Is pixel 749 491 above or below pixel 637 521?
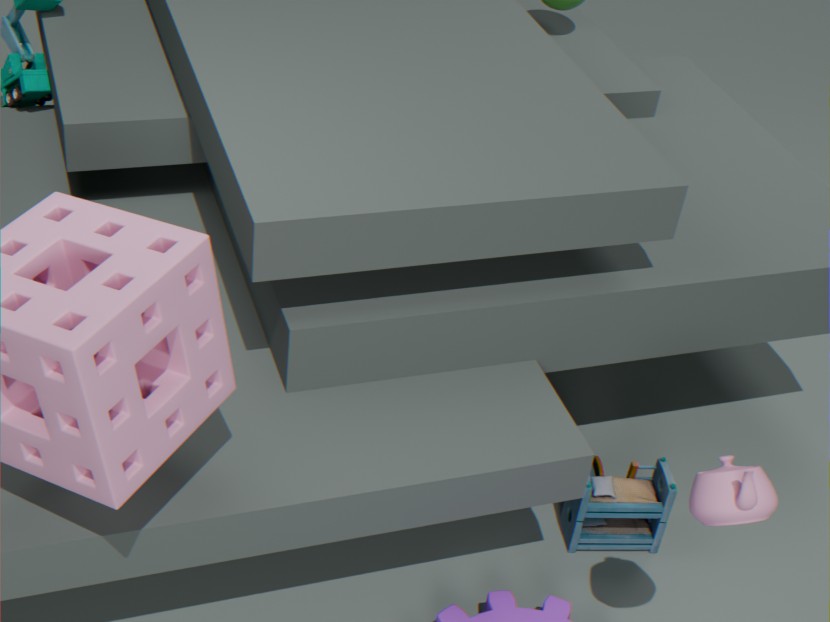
above
